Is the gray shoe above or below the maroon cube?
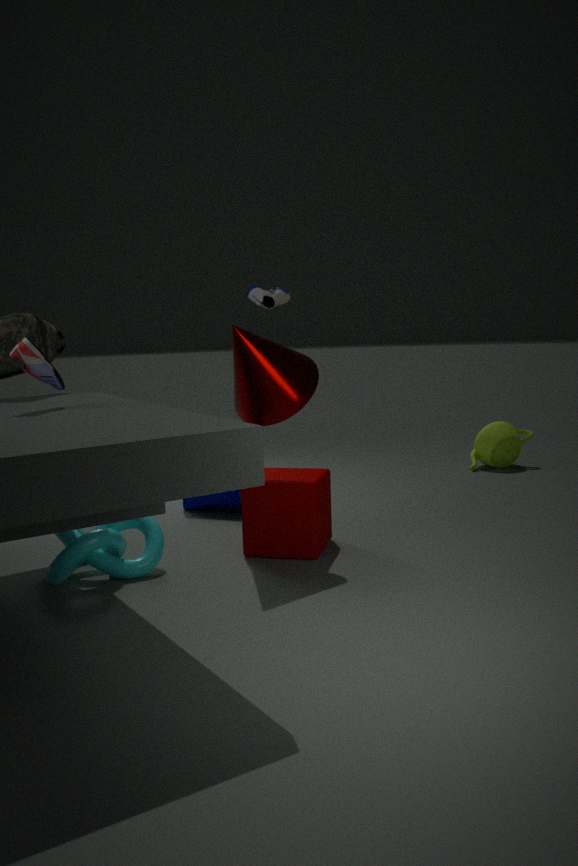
above
